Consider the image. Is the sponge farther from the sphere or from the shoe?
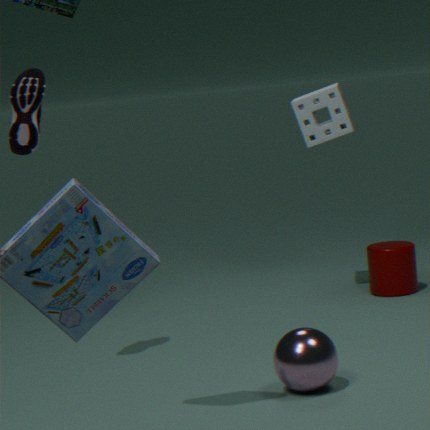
the sphere
